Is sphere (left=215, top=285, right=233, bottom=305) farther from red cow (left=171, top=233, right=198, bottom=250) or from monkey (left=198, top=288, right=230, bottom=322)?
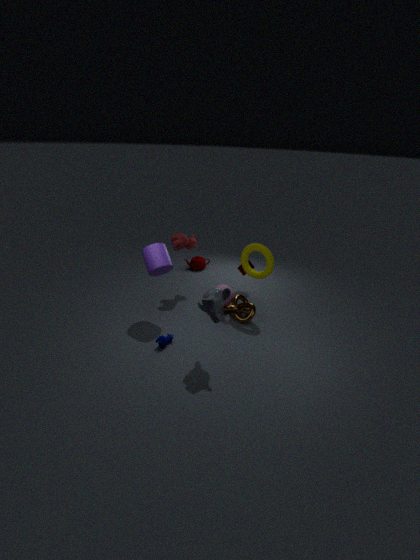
monkey (left=198, top=288, right=230, bottom=322)
